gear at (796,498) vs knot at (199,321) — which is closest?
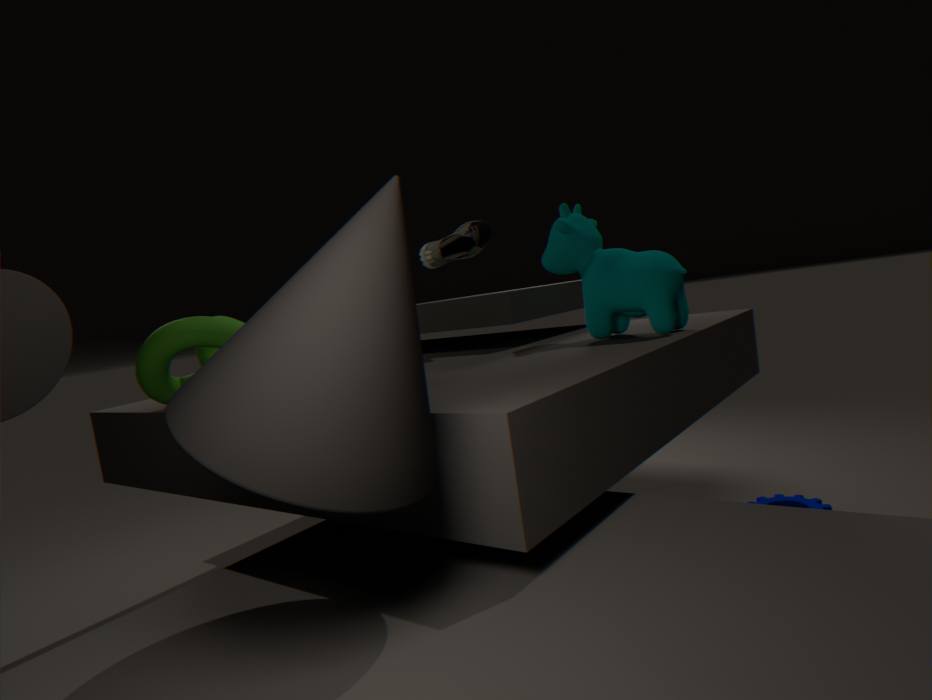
knot at (199,321)
